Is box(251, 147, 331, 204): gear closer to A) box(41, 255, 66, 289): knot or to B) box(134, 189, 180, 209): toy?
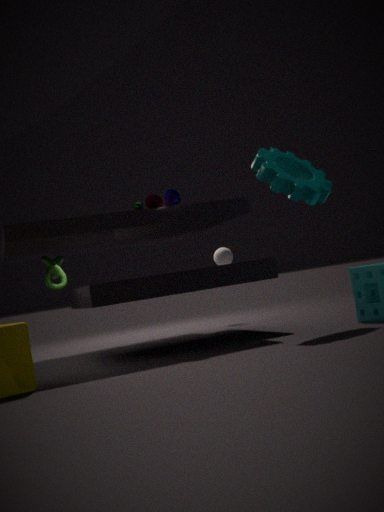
B) box(134, 189, 180, 209): toy
